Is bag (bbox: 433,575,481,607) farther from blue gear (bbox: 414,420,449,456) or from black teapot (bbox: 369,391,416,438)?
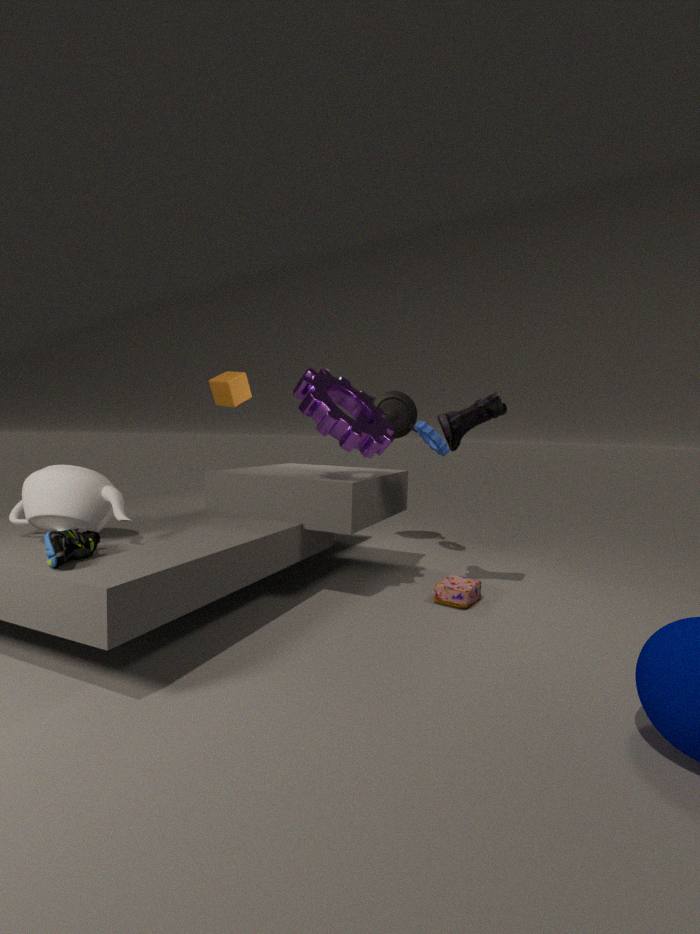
black teapot (bbox: 369,391,416,438)
